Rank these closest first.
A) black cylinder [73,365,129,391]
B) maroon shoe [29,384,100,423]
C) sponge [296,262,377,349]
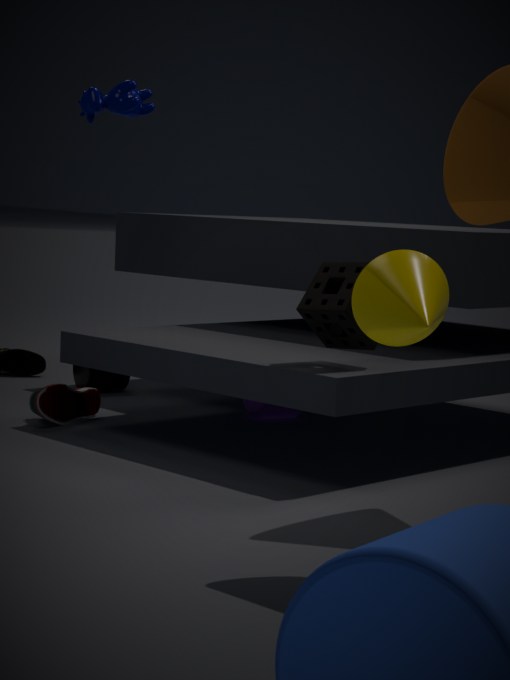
sponge [296,262,377,349] → maroon shoe [29,384,100,423] → black cylinder [73,365,129,391]
